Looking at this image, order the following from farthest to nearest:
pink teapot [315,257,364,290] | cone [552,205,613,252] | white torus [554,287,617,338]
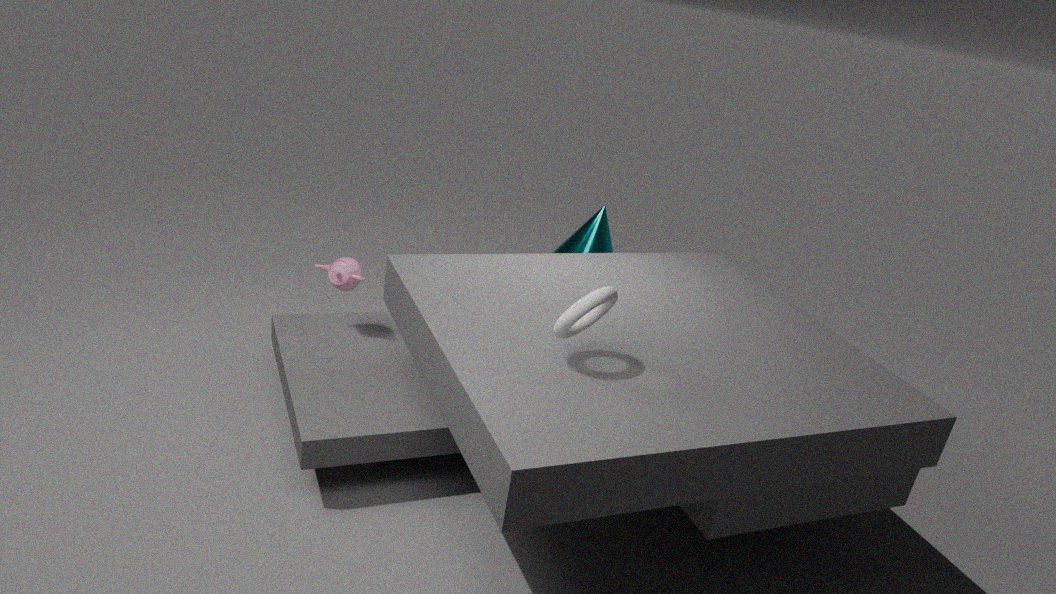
cone [552,205,613,252]
pink teapot [315,257,364,290]
white torus [554,287,617,338]
